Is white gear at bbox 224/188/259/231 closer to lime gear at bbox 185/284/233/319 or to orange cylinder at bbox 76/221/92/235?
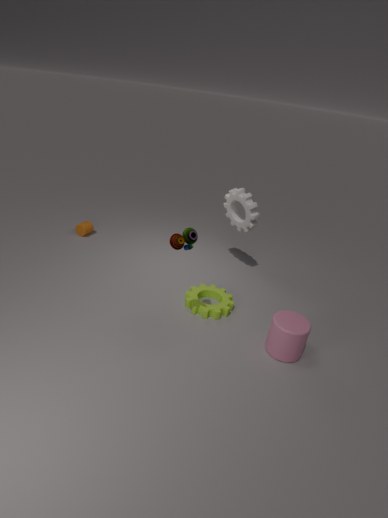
lime gear at bbox 185/284/233/319
